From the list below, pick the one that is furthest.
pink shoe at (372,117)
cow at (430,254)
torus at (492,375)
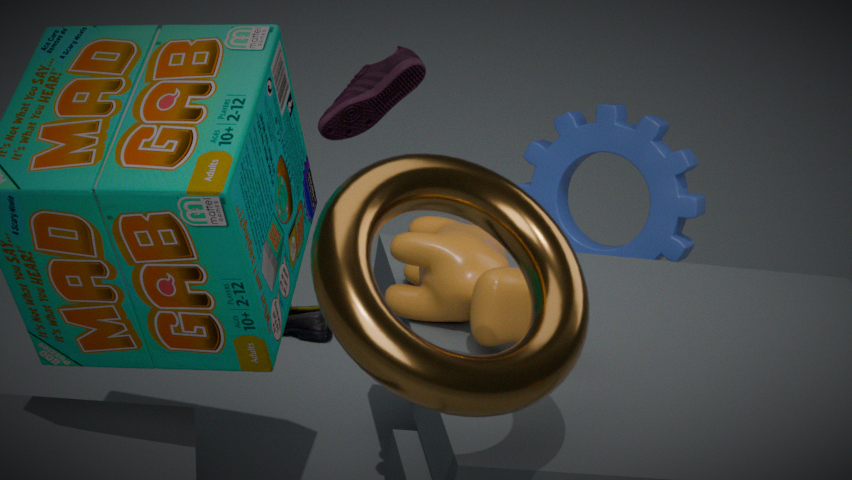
pink shoe at (372,117)
